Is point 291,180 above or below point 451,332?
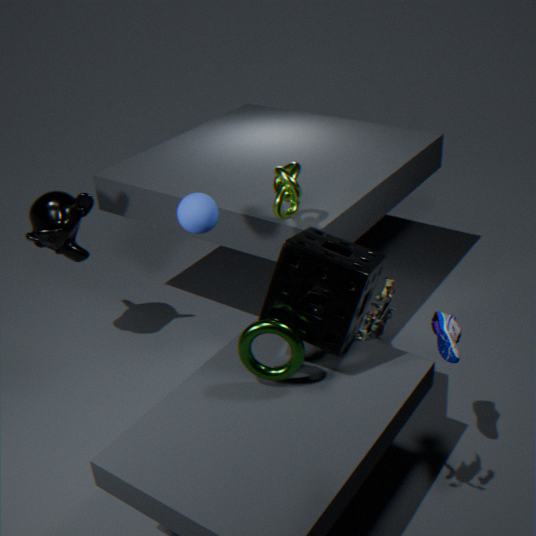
above
